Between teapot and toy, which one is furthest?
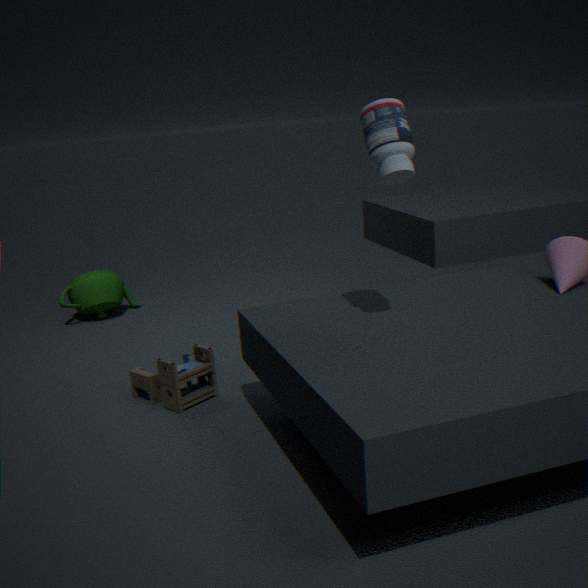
teapot
